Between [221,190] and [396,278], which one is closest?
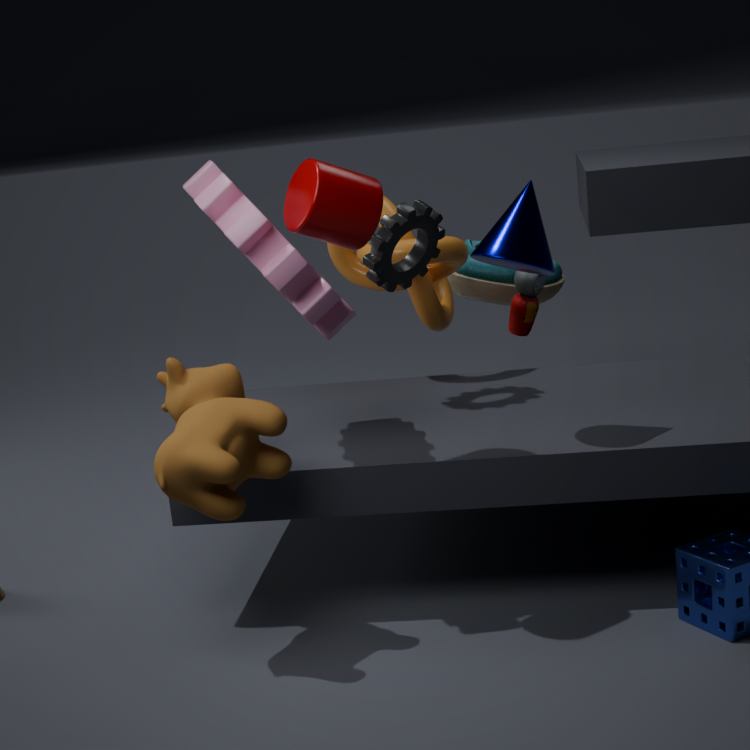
[221,190]
